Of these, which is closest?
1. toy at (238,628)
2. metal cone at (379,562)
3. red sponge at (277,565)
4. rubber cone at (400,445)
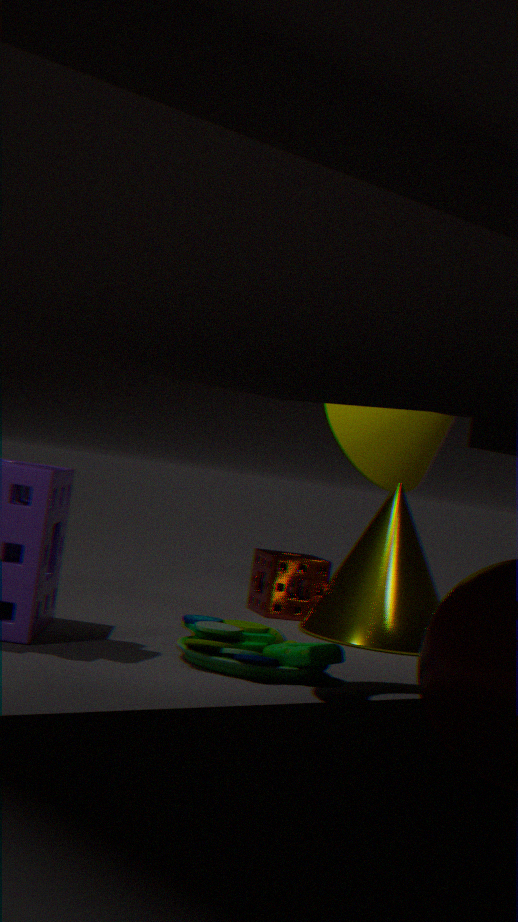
toy at (238,628)
